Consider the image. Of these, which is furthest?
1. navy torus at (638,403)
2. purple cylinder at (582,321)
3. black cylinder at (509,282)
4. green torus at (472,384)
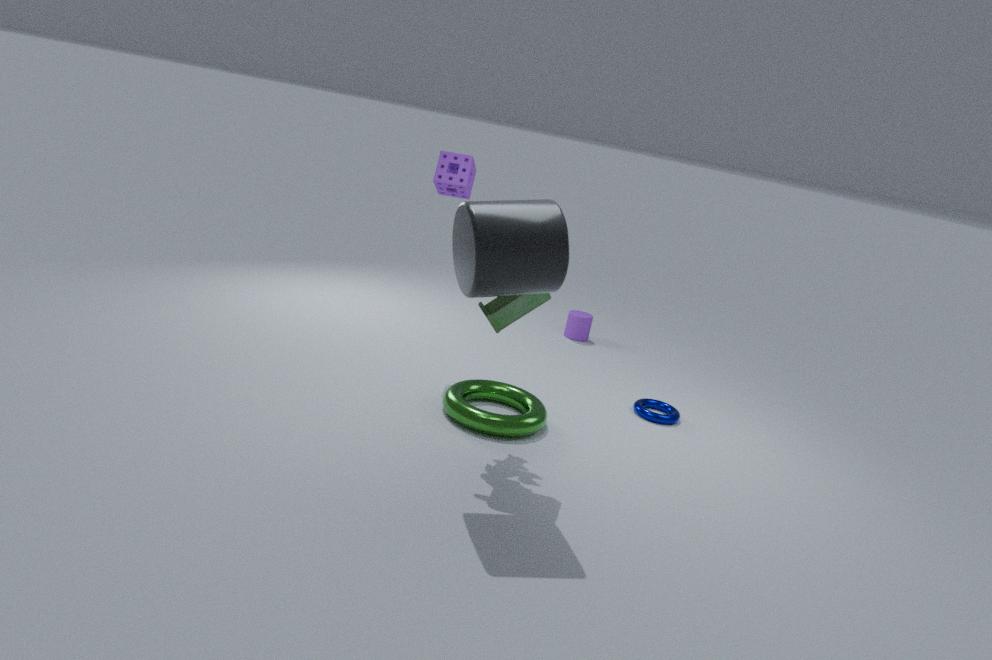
purple cylinder at (582,321)
